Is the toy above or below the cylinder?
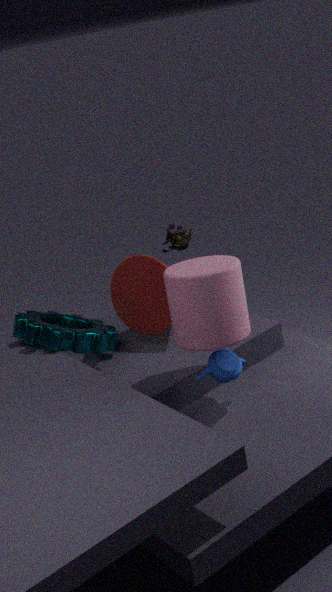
below
